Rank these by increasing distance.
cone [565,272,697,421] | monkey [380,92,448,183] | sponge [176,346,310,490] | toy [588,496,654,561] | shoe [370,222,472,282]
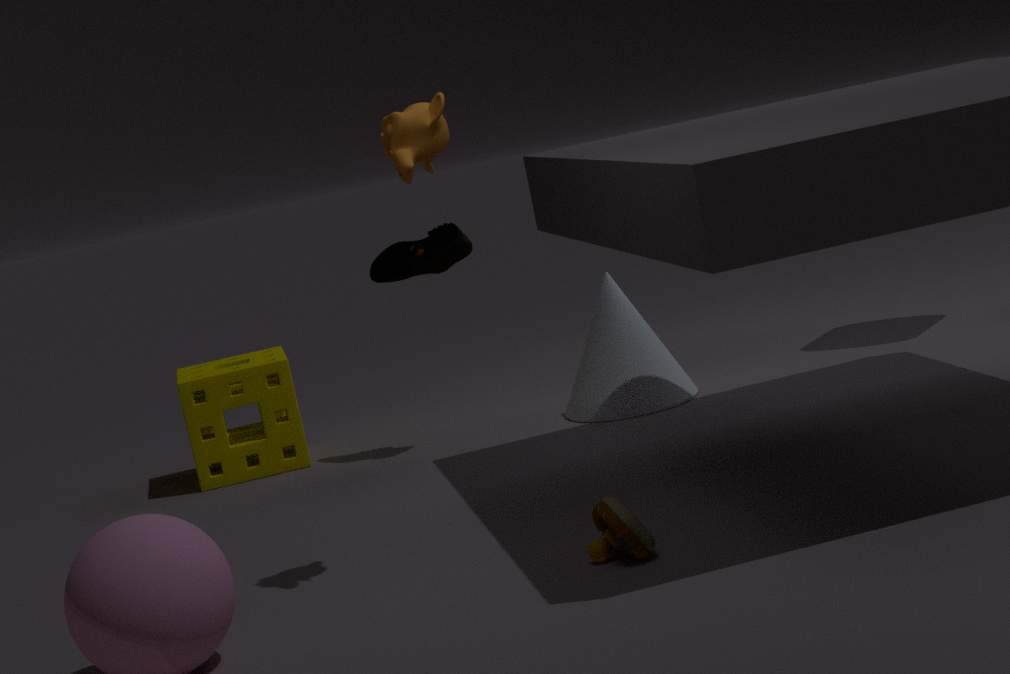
1. toy [588,496,654,561]
2. monkey [380,92,448,183]
3. shoe [370,222,472,282]
4. cone [565,272,697,421]
5. sponge [176,346,310,490]
